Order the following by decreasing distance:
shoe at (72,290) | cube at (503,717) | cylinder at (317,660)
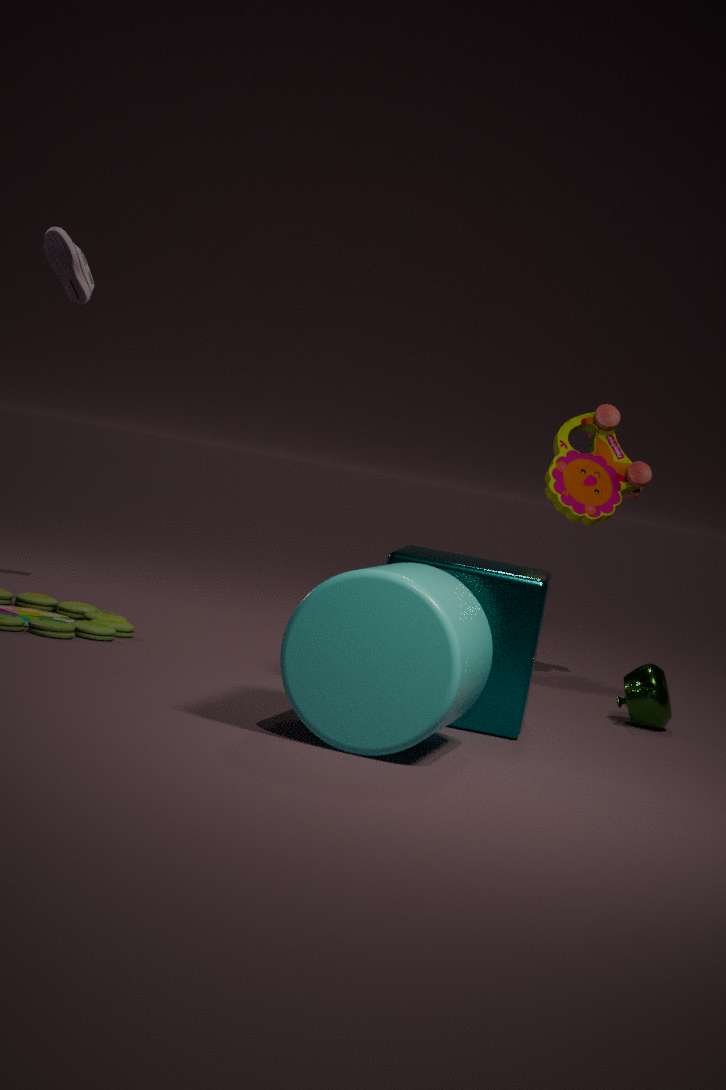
1. shoe at (72,290)
2. cube at (503,717)
3. cylinder at (317,660)
